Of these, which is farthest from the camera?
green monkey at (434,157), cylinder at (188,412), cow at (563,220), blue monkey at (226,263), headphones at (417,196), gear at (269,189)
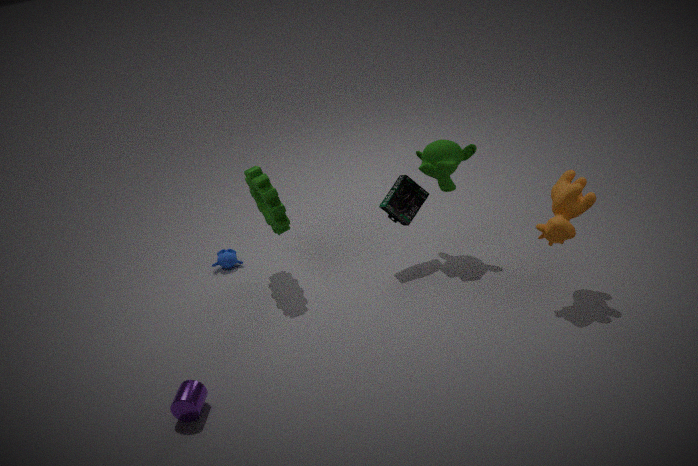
blue monkey at (226,263)
